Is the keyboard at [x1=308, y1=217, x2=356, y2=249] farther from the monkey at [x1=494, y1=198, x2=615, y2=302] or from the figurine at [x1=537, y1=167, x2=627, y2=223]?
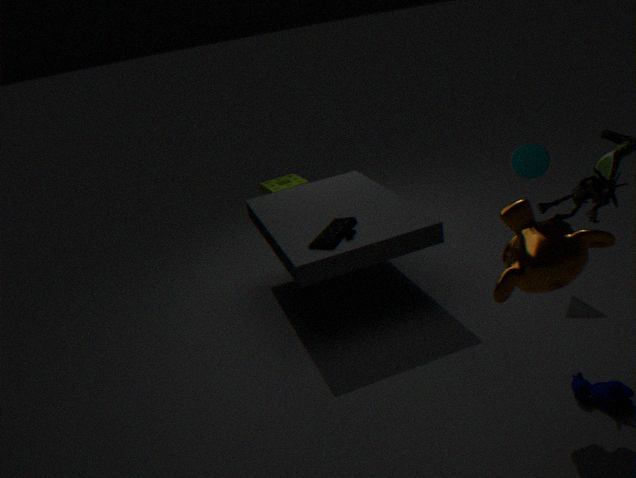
the figurine at [x1=537, y1=167, x2=627, y2=223]
